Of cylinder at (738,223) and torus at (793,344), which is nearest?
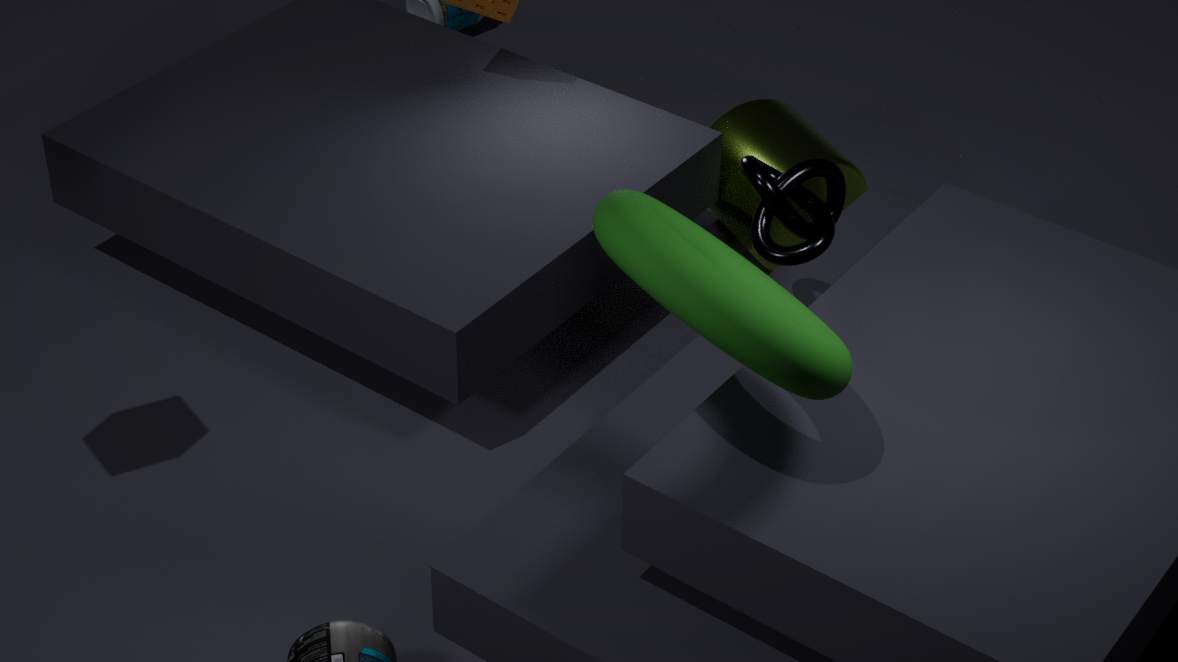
torus at (793,344)
